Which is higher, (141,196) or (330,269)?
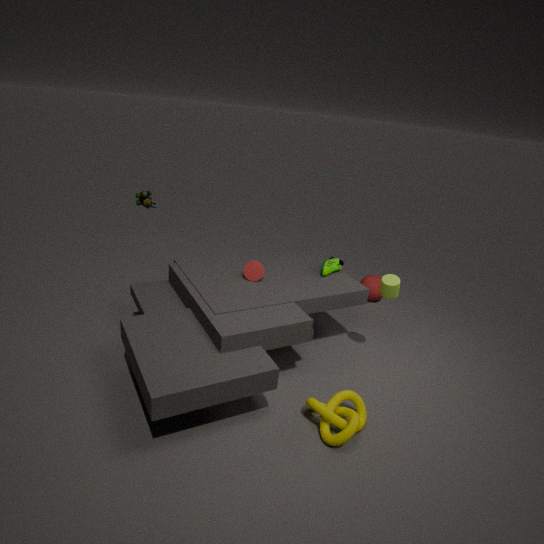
(330,269)
